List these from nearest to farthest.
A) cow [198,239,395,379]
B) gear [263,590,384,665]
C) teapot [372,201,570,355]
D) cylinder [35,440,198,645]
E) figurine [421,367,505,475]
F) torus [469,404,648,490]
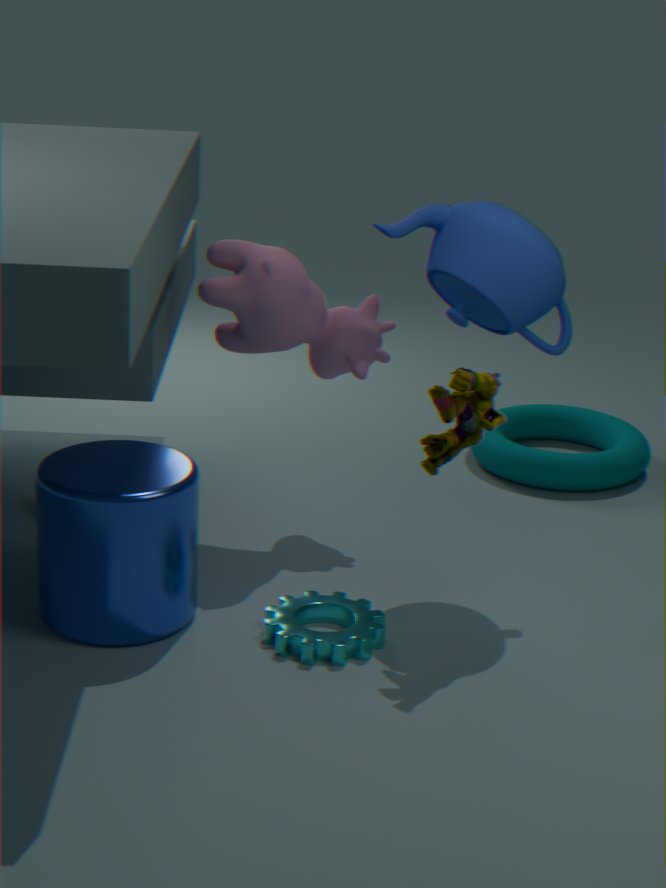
cylinder [35,440,198,645] < figurine [421,367,505,475] < gear [263,590,384,665] < teapot [372,201,570,355] < cow [198,239,395,379] < torus [469,404,648,490]
